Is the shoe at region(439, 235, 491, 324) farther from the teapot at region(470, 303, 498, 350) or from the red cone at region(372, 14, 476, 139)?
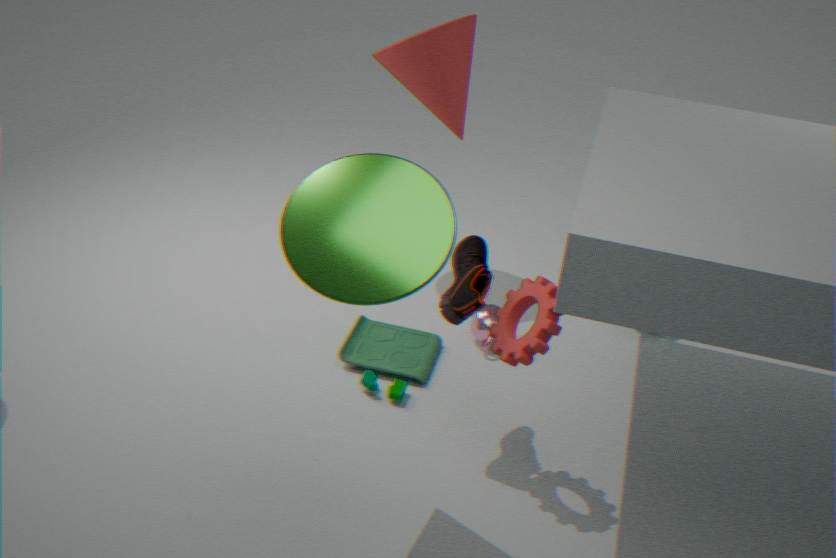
the red cone at region(372, 14, 476, 139)
